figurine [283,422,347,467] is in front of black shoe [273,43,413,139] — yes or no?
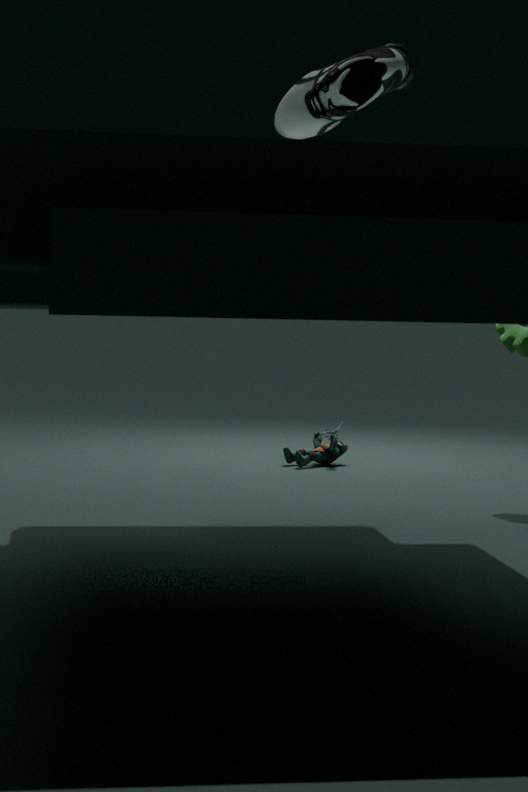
No
